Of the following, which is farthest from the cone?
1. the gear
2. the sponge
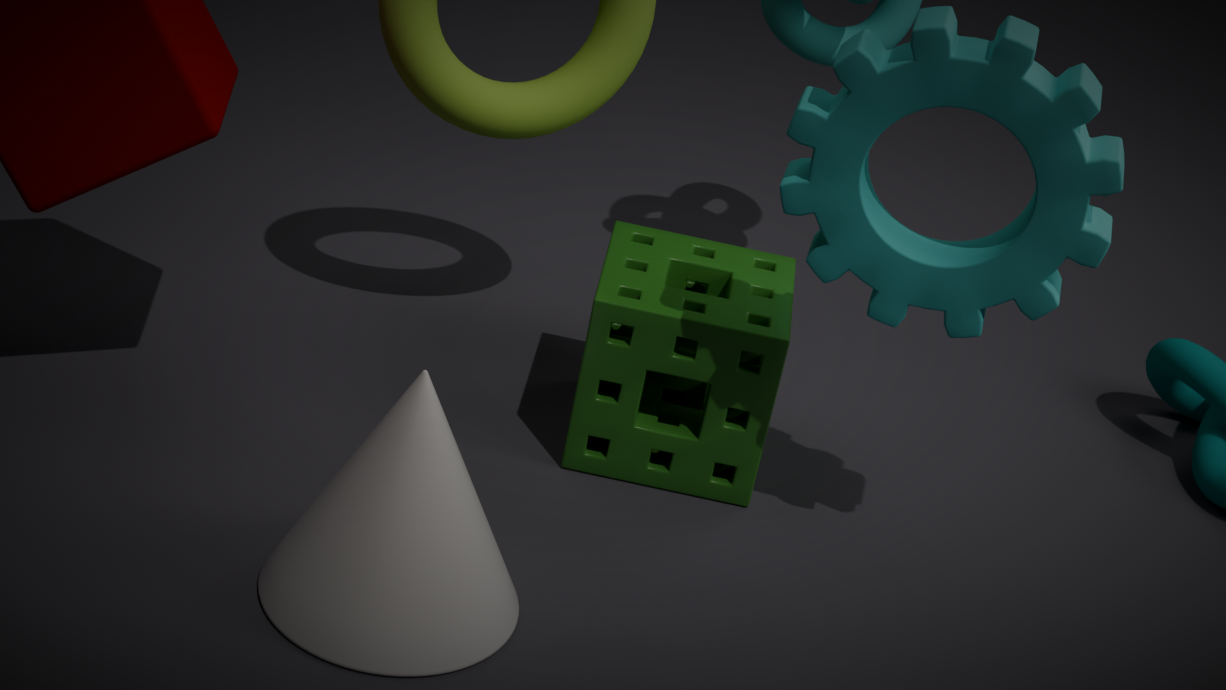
the gear
